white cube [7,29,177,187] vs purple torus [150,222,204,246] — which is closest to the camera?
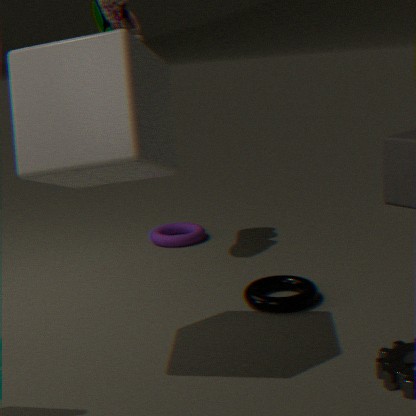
white cube [7,29,177,187]
